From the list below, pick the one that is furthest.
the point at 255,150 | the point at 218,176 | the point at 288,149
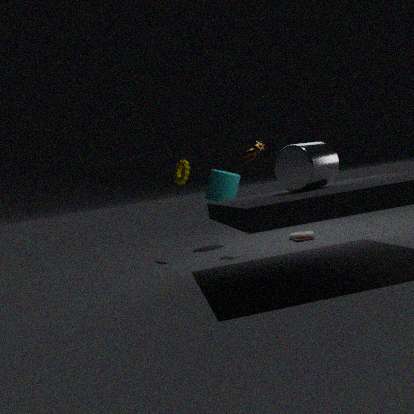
the point at 218,176
